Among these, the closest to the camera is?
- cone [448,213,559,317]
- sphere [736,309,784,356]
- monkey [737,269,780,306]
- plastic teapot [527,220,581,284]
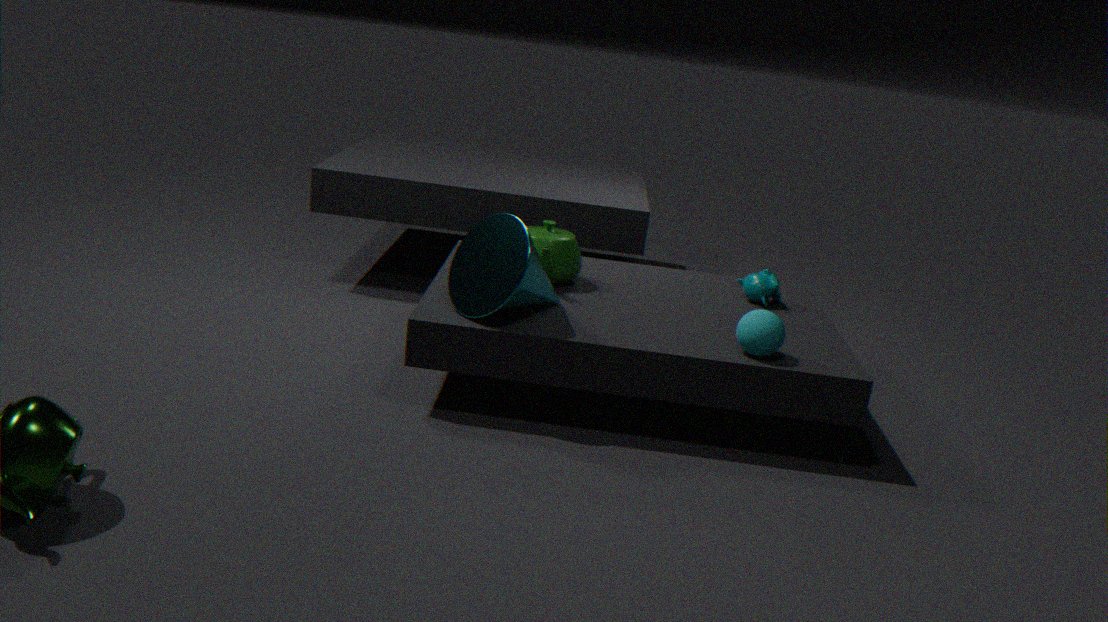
cone [448,213,559,317]
